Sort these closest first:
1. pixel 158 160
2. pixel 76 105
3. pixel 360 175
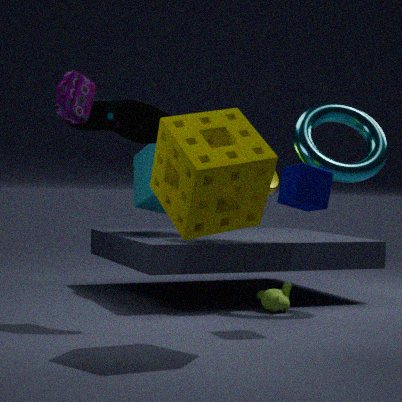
pixel 76 105, pixel 158 160, pixel 360 175
